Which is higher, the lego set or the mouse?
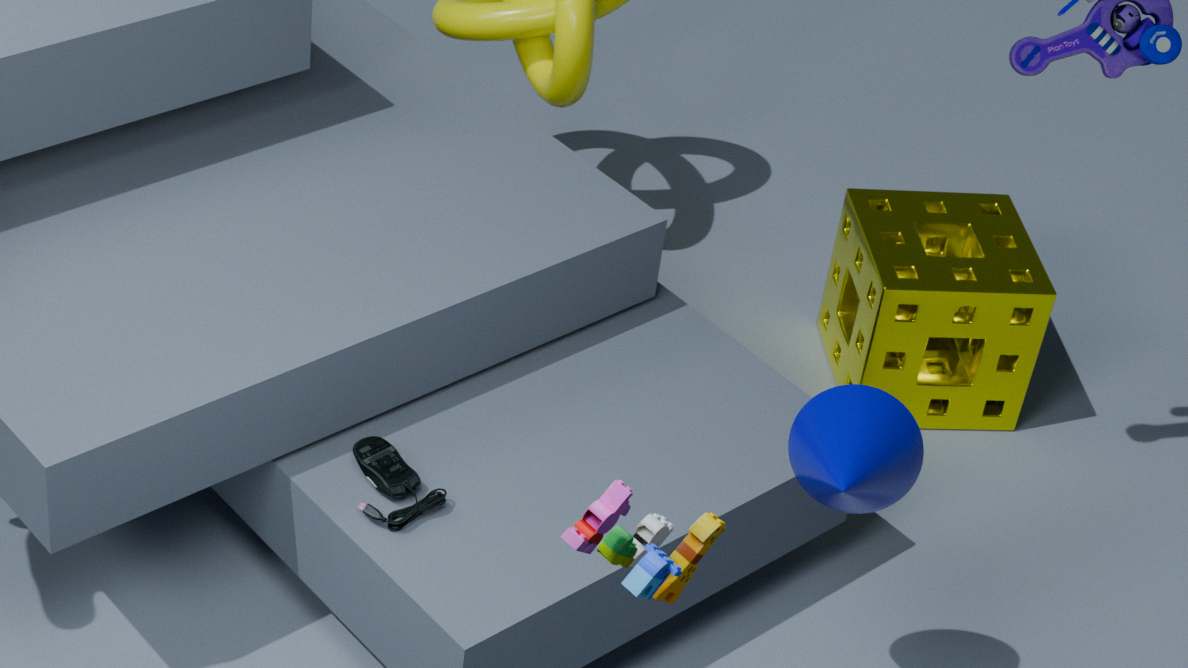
the lego set
